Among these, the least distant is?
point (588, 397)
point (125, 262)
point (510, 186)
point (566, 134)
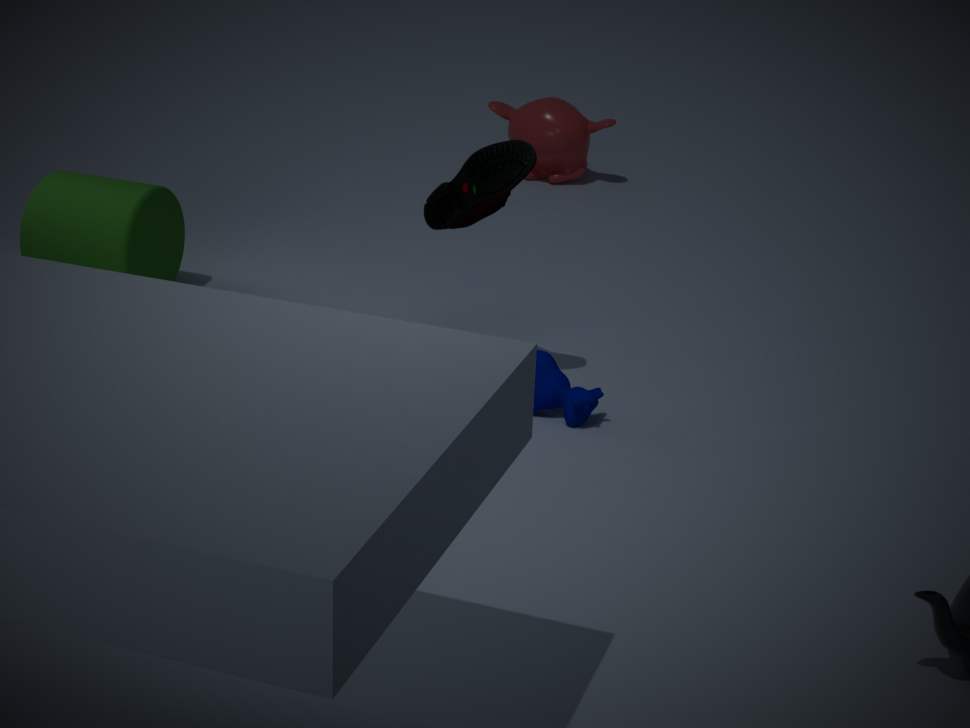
point (510, 186)
